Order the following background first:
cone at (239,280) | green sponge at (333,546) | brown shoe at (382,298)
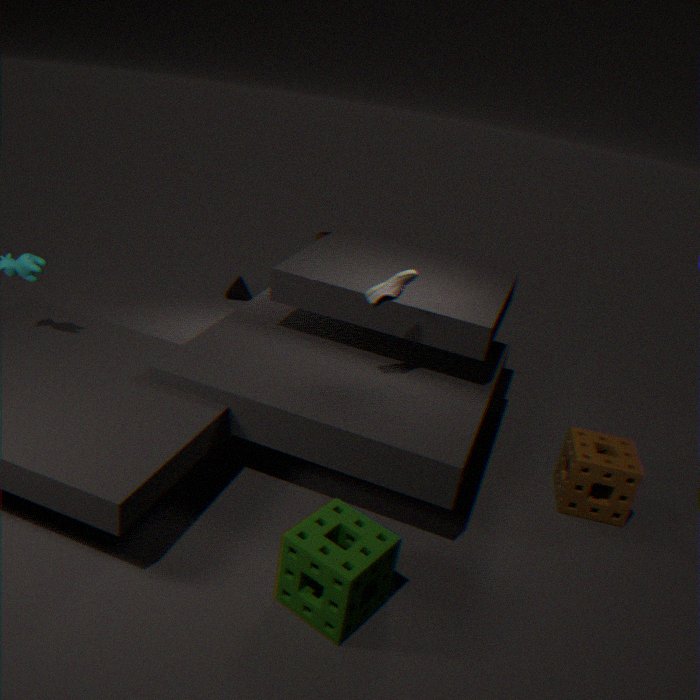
cone at (239,280)
brown shoe at (382,298)
green sponge at (333,546)
